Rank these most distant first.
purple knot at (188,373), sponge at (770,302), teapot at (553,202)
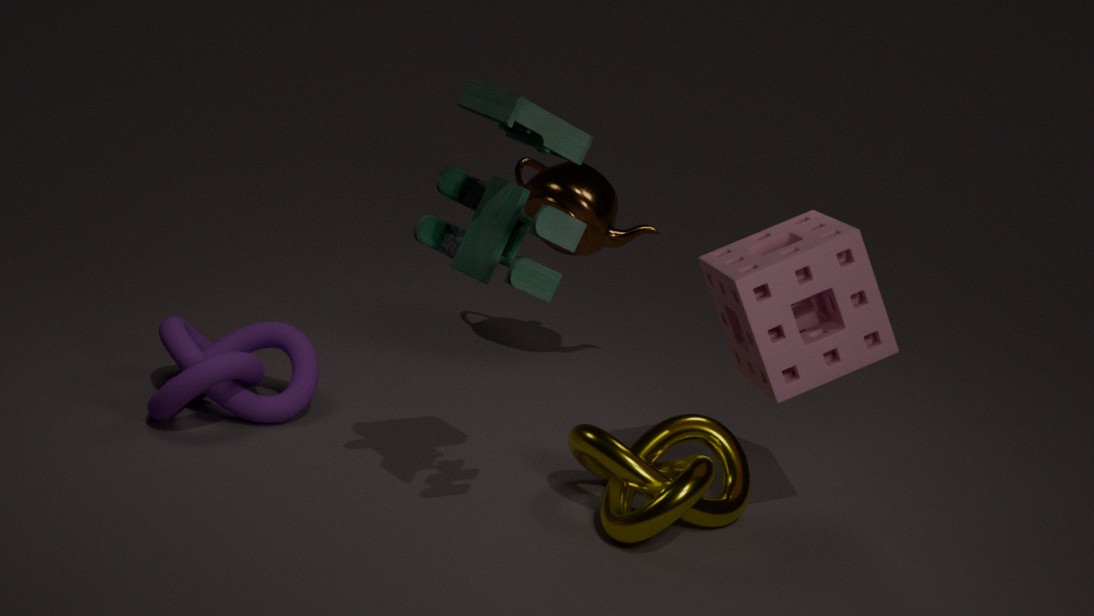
teapot at (553,202), purple knot at (188,373), sponge at (770,302)
